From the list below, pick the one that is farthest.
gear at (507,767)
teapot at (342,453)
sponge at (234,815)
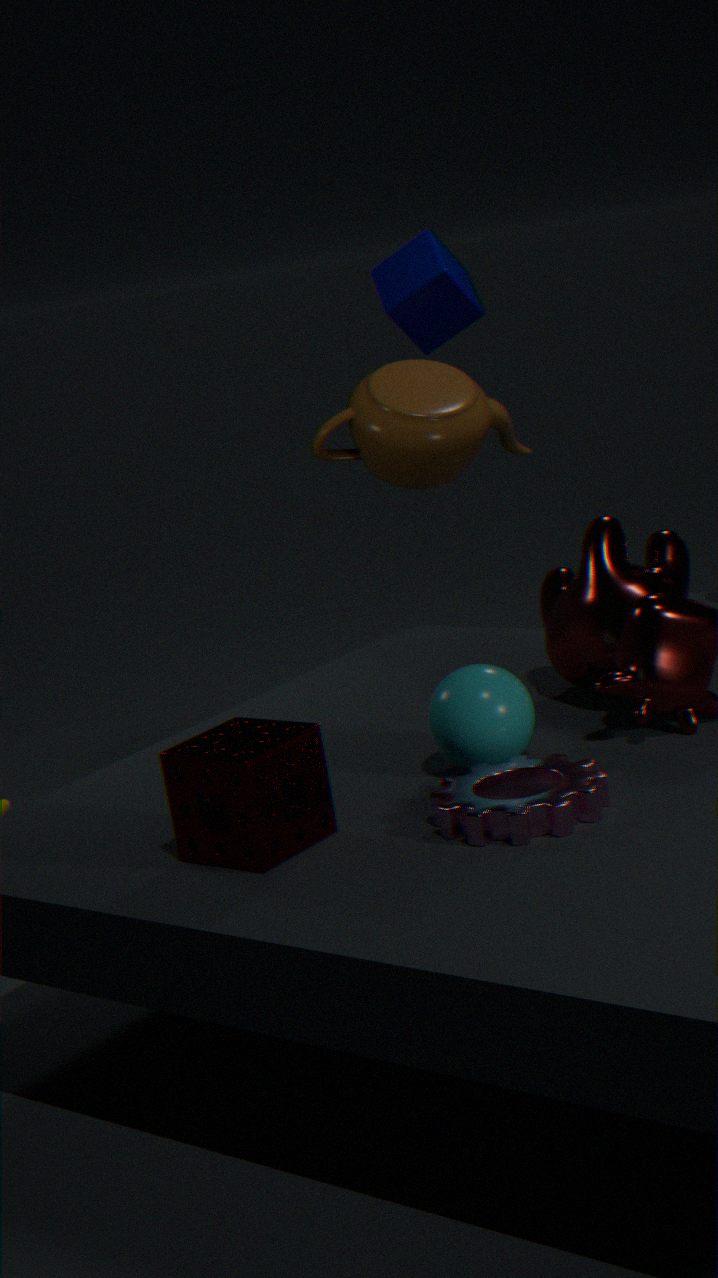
teapot at (342,453)
